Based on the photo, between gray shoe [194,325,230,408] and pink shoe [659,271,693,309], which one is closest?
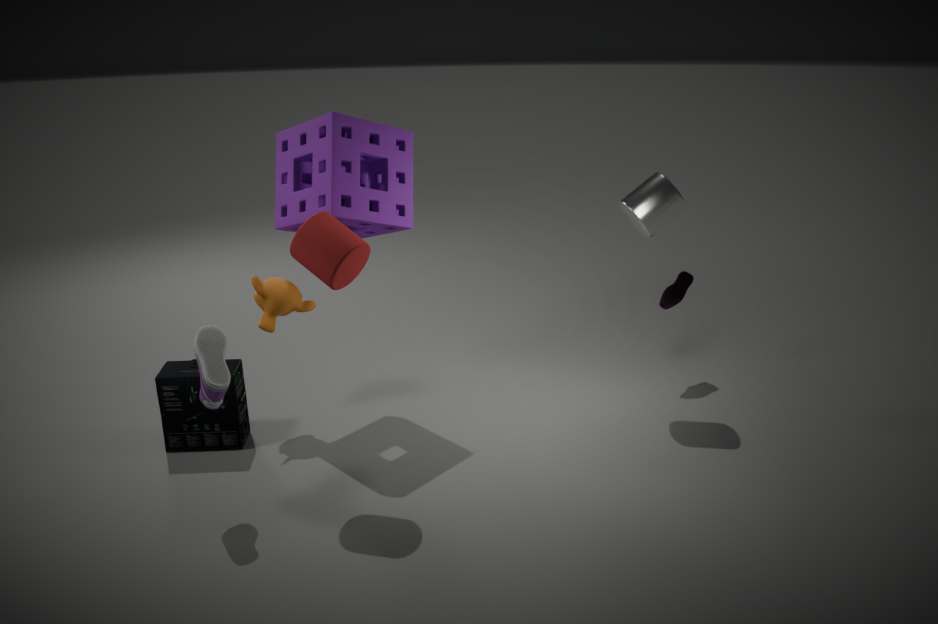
gray shoe [194,325,230,408]
